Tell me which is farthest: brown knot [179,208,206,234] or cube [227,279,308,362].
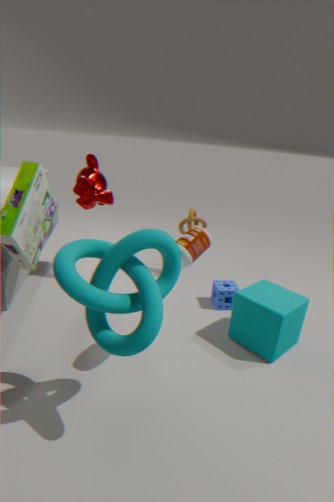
brown knot [179,208,206,234]
